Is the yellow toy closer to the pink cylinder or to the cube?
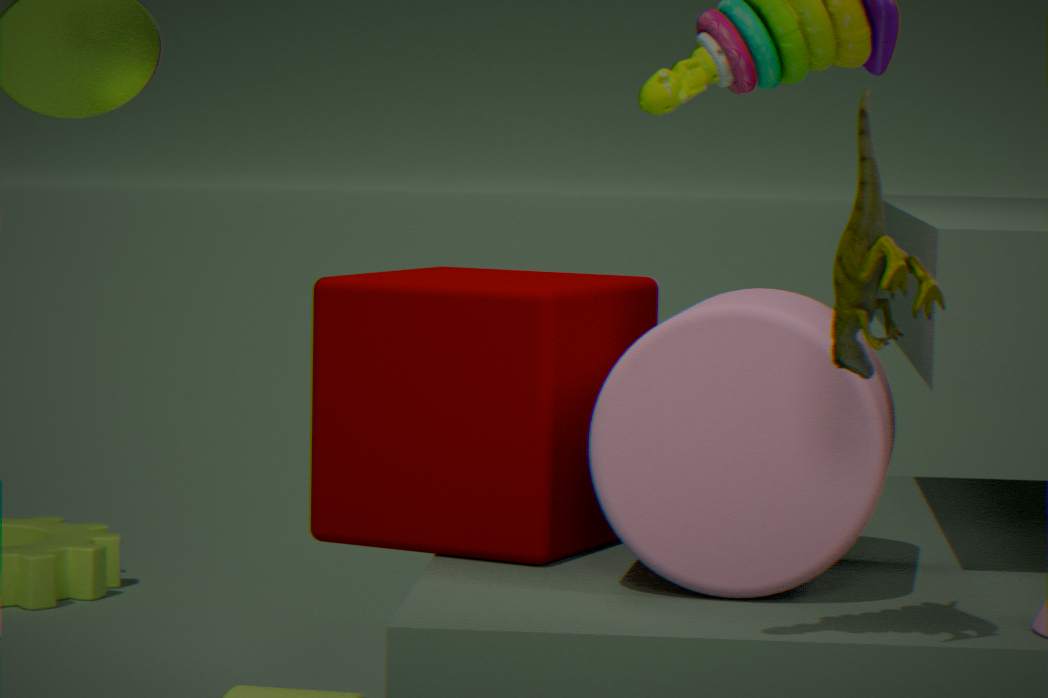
the pink cylinder
